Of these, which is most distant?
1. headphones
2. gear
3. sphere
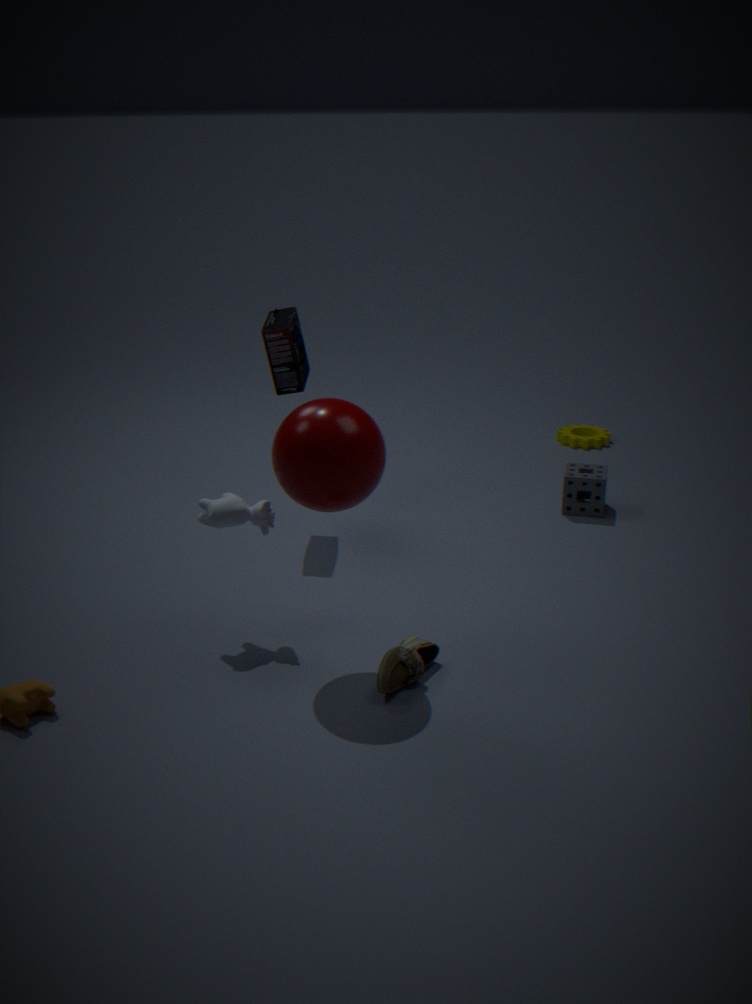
gear
